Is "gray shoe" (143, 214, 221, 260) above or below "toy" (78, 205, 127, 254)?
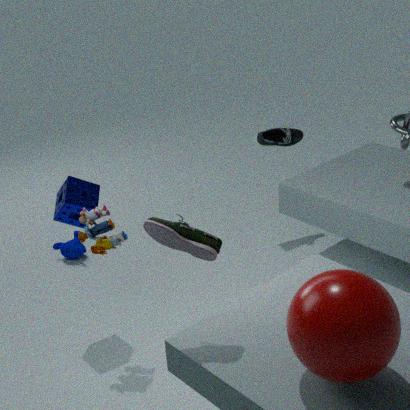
above
